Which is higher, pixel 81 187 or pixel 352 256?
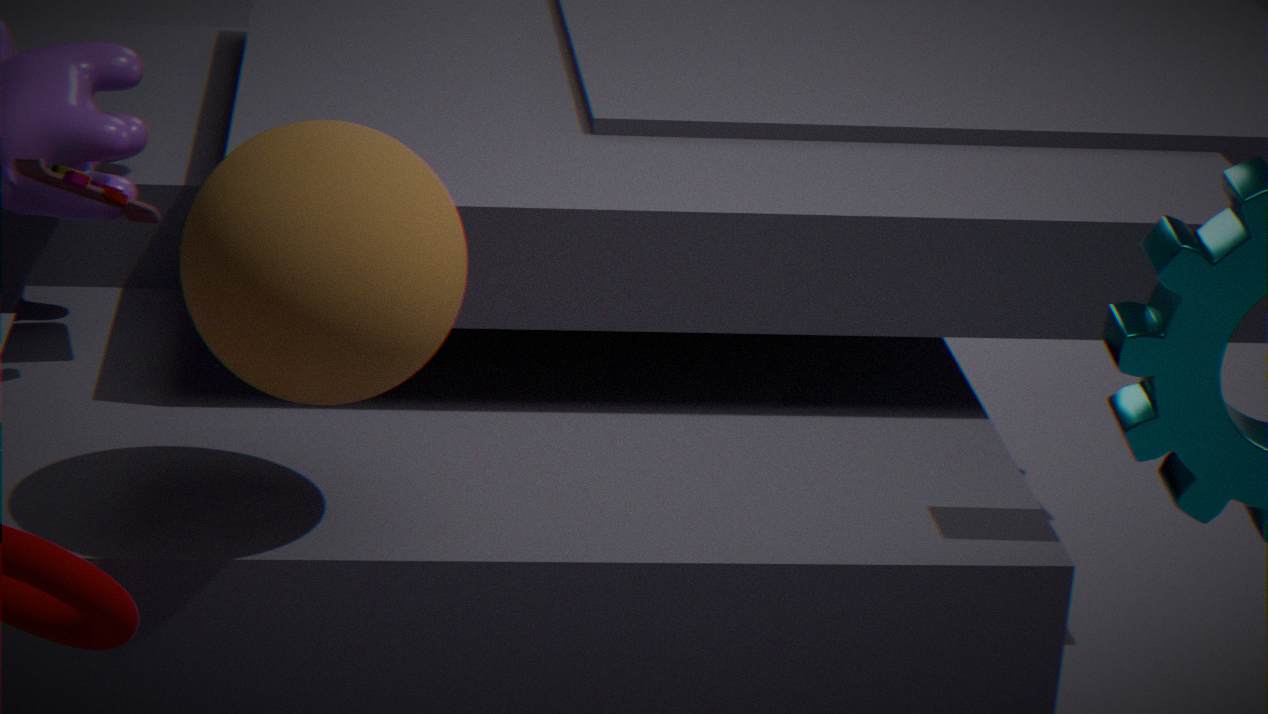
pixel 352 256
